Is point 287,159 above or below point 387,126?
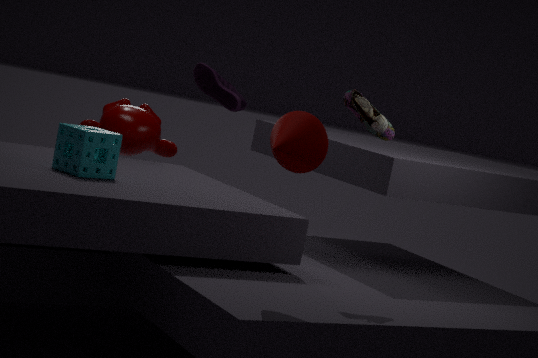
below
